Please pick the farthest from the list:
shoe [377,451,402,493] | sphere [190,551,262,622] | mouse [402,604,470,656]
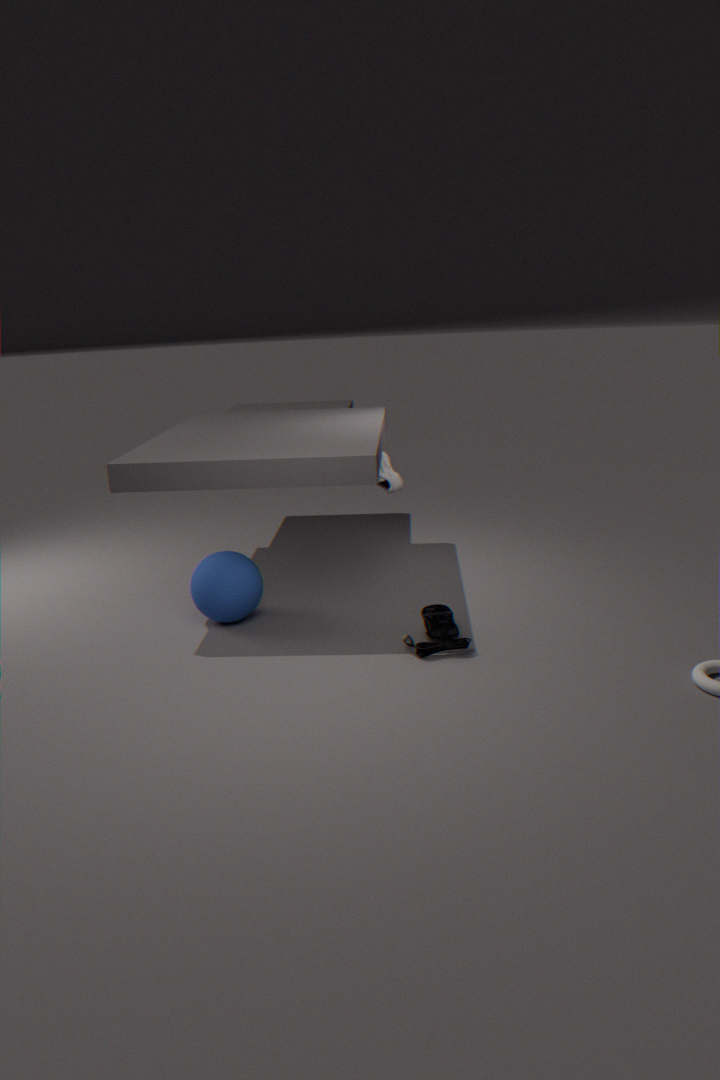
shoe [377,451,402,493]
